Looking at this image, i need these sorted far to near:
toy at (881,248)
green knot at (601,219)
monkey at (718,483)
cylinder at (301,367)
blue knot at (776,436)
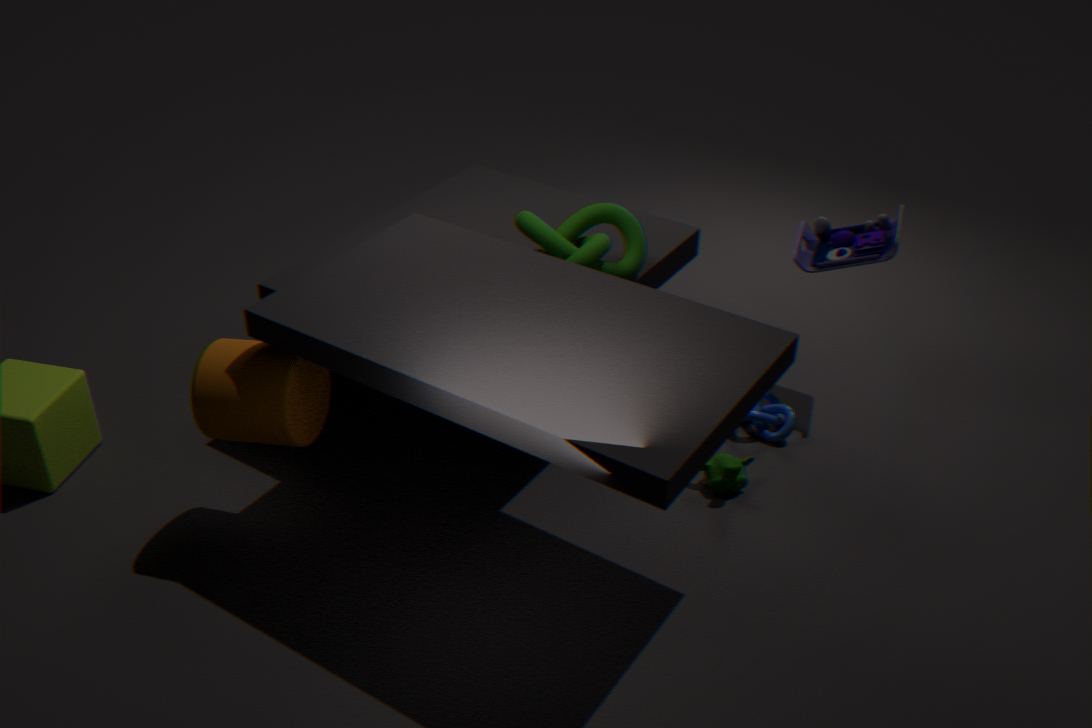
blue knot at (776,436), toy at (881,248), monkey at (718,483), green knot at (601,219), cylinder at (301,367)
